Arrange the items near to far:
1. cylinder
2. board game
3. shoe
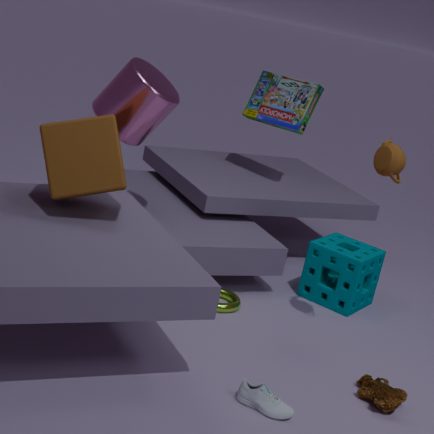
1. shoe
2. cylinder
3. board game
